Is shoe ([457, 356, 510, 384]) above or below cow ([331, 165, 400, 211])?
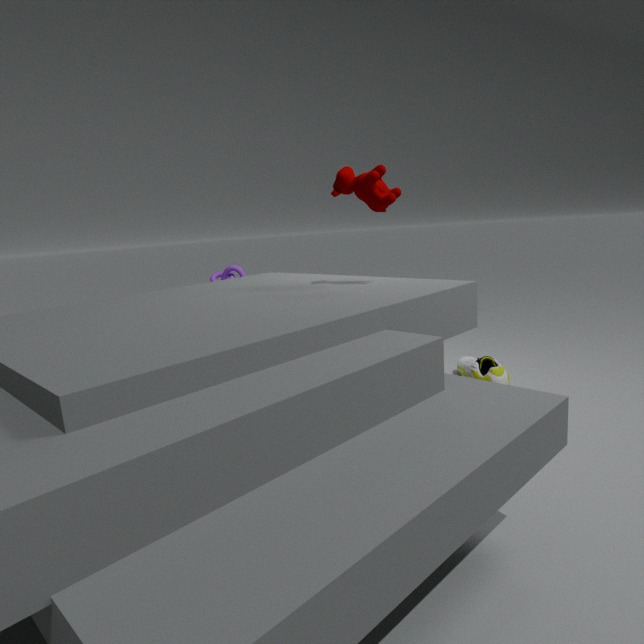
below
